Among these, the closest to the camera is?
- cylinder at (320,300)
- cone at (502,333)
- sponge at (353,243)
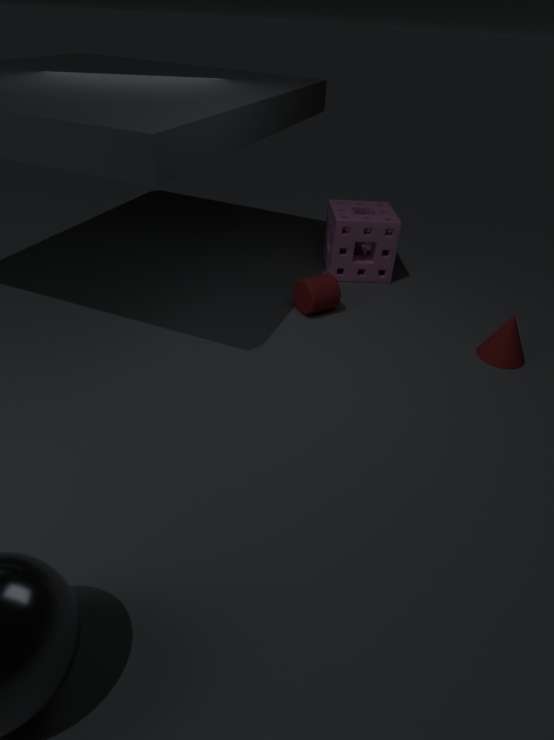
cone at (502,333)
